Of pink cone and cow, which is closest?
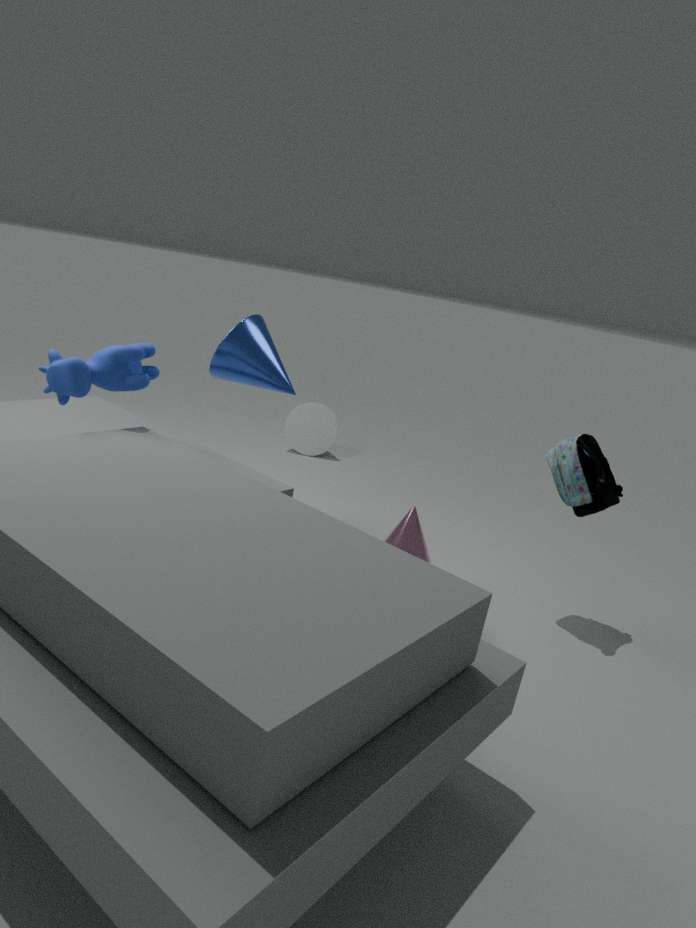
cow
